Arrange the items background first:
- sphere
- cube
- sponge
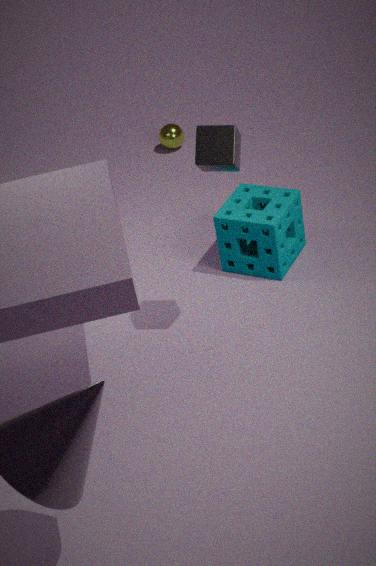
sphere, sponge, cube
